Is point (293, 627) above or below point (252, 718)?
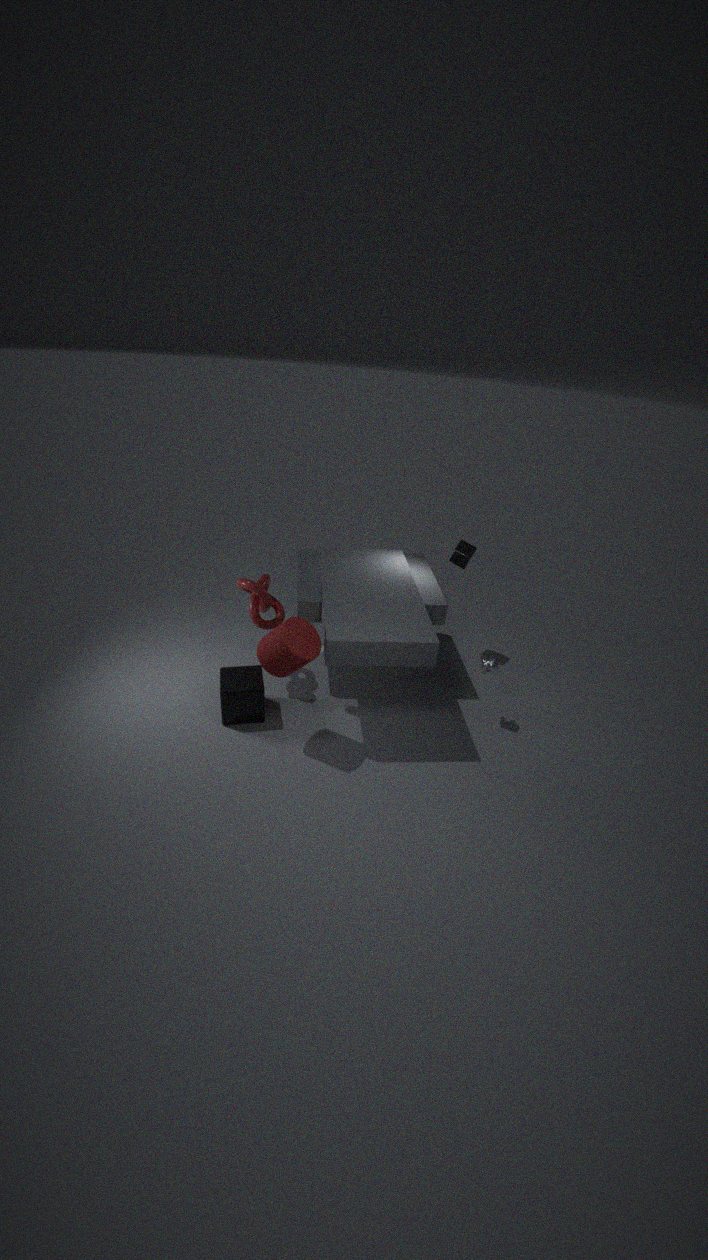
above
